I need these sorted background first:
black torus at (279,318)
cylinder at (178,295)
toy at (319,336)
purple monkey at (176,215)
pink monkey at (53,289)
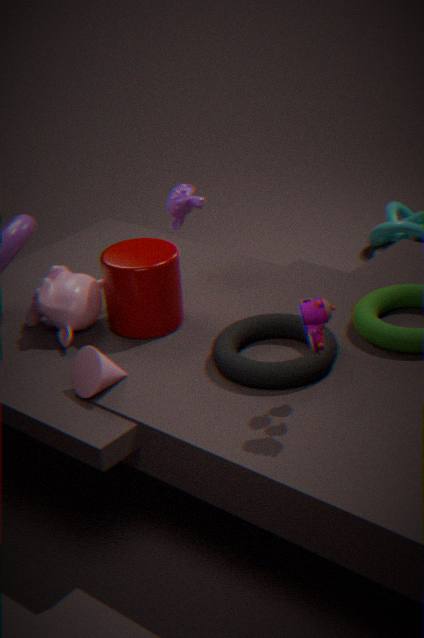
purple monkey at (176,215)
pink monkey at (53,289)
cylinder at (178,295)
black torus at (279,318)
toy at (319,336)
